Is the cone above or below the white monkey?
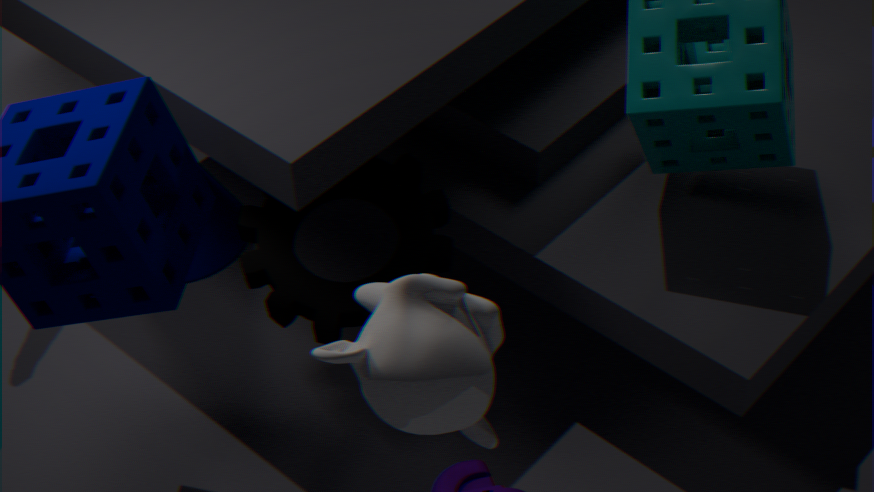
below
